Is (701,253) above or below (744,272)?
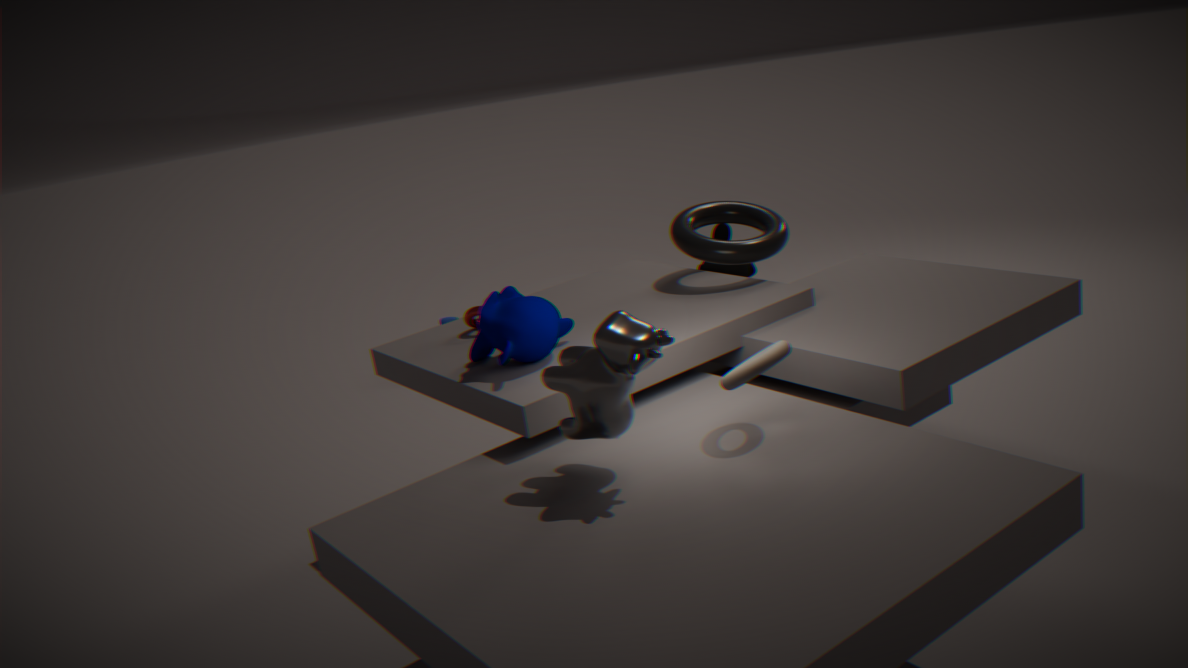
above
